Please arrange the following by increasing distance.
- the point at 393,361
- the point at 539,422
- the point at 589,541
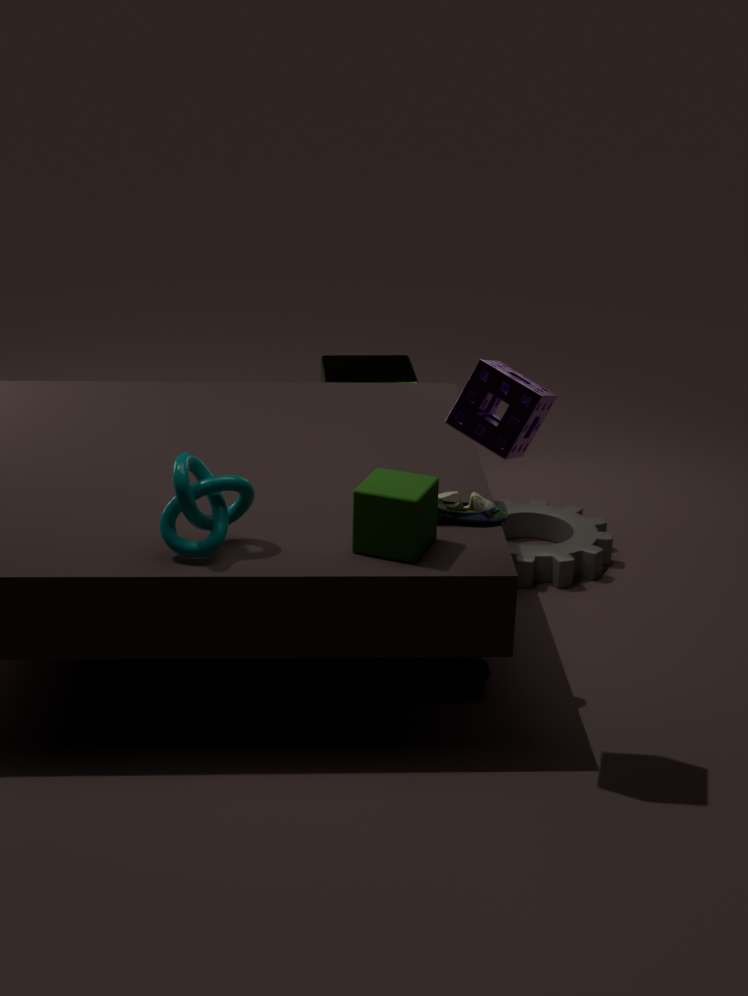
the point at 539,422
the point at 589,541
the point at 393,361
